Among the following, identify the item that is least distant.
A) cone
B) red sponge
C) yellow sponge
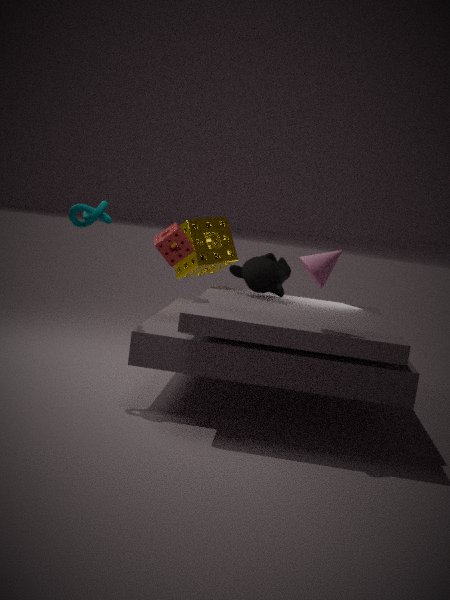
cone
